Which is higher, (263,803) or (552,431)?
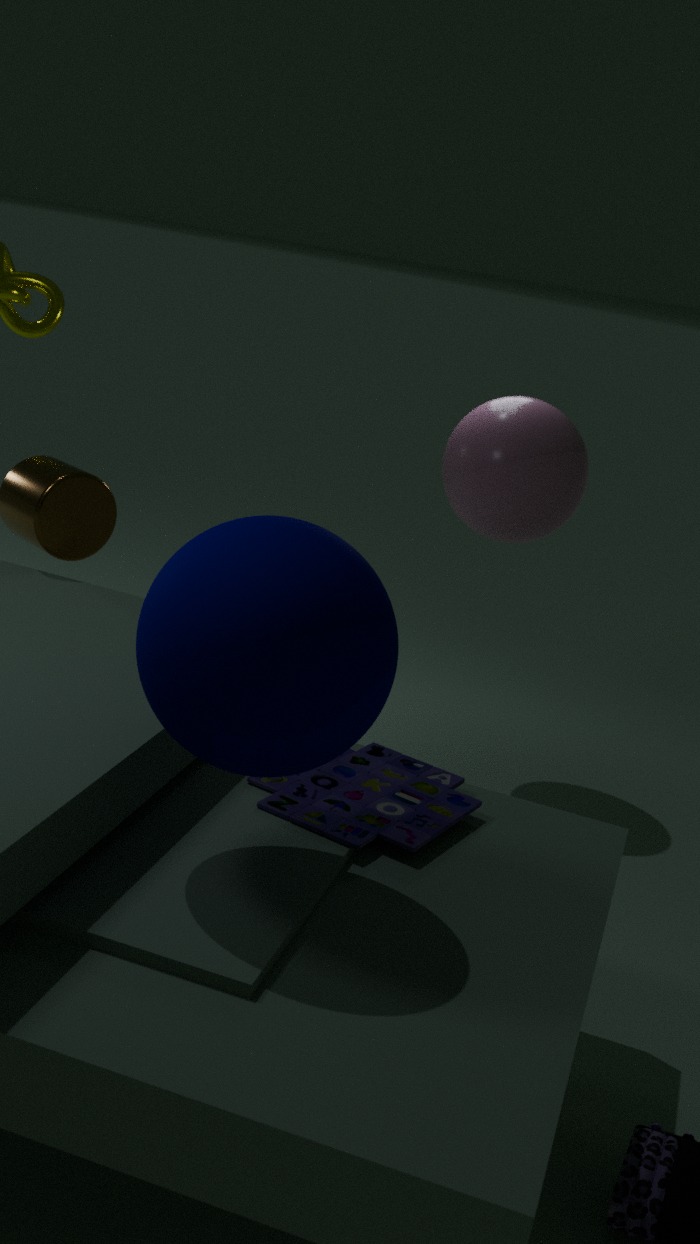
(552,431)
